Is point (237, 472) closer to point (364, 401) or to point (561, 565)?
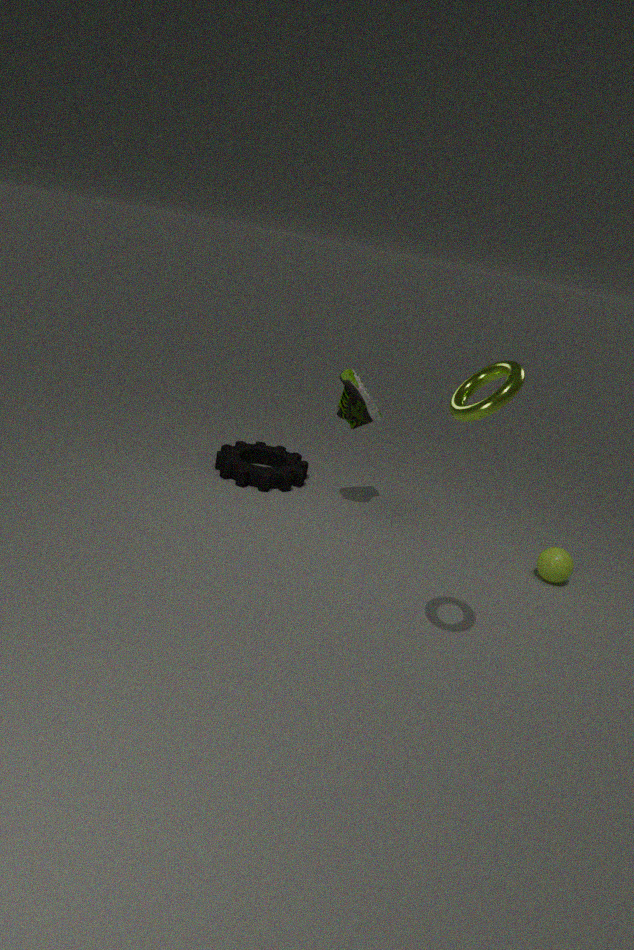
point (364, 401)
